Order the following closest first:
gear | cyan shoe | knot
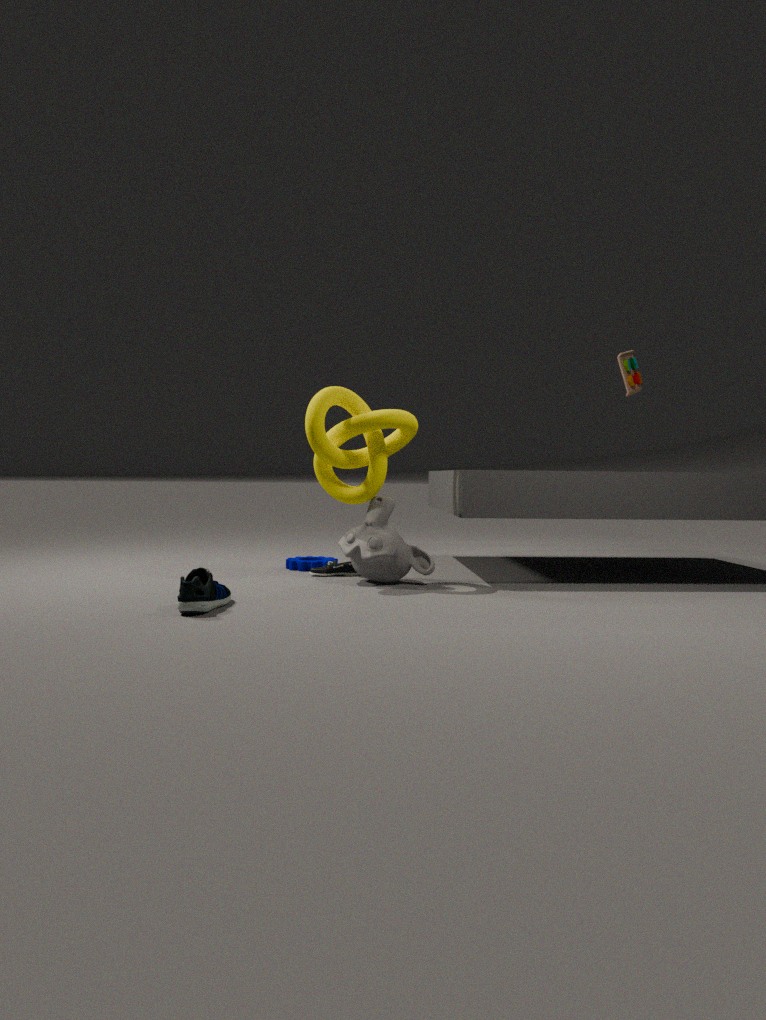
cyan shoe < knot < gear
